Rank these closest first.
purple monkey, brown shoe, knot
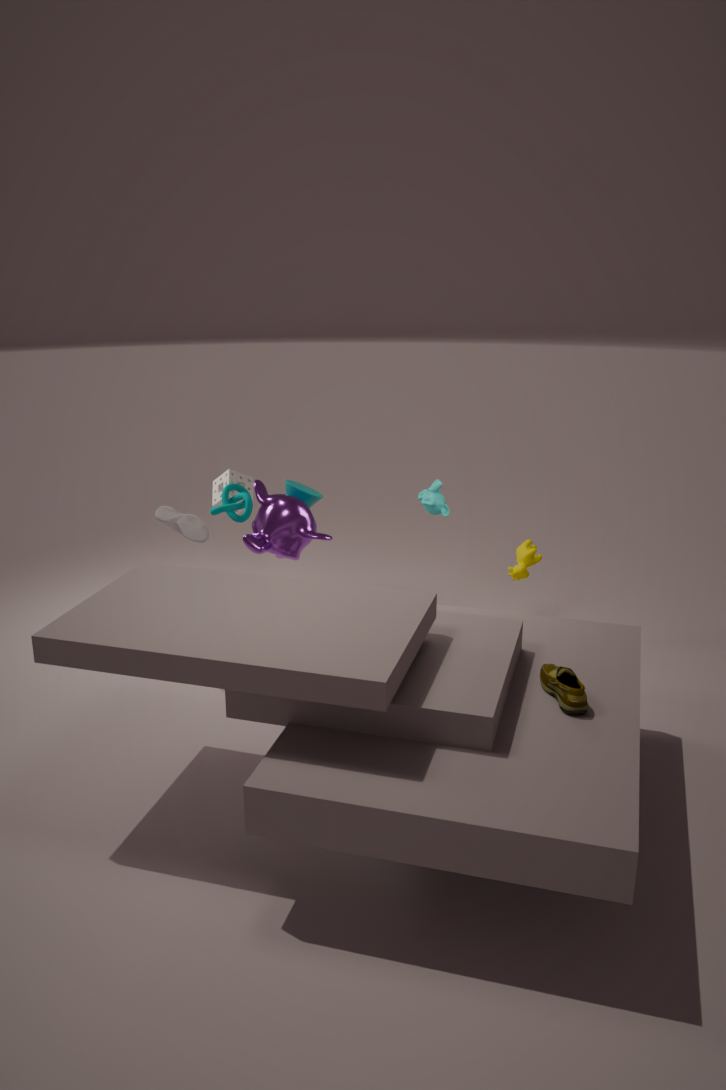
brown shoe → purple monkey → knot
